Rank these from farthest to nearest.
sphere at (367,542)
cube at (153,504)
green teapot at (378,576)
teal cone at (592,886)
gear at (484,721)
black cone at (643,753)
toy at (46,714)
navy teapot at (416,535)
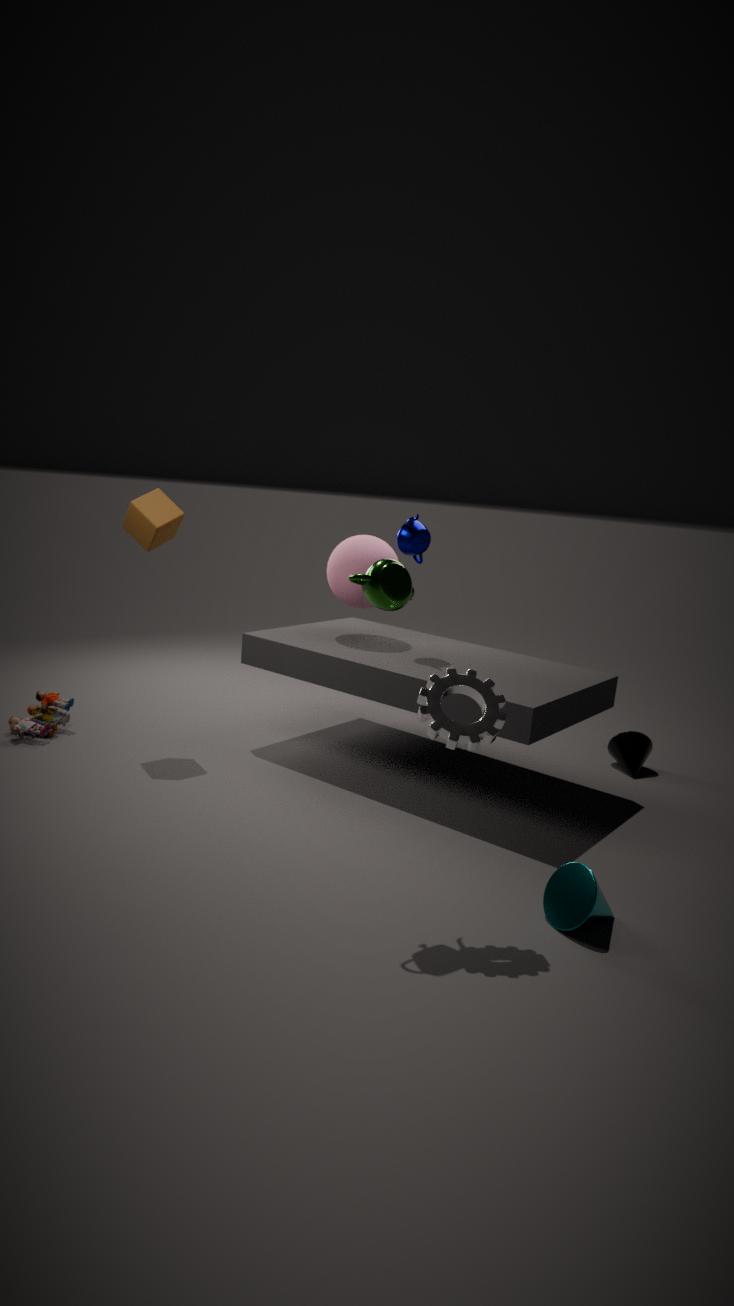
black cone at (643,753)
sphere at (367,542)
navy teapot at (416,535)
toy at (46,714)
cube at (153,504)
green teapot at (378,576)
teal cone at (592,886)
gear at (484,721)
